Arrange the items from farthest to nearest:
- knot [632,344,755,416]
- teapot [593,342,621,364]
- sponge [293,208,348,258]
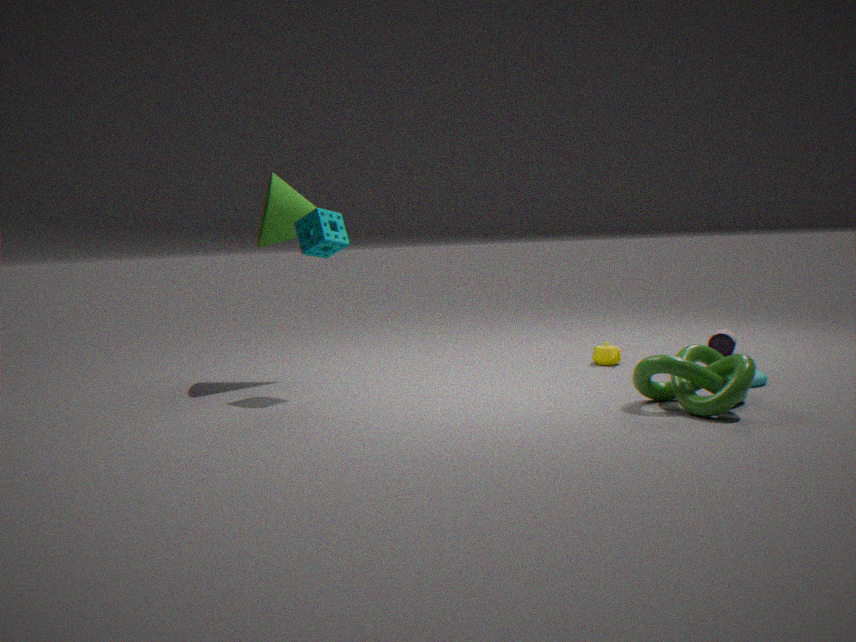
teapot [593,342,621,364]
sponge [293,208,348,258]
knot [632,344,755,416]
